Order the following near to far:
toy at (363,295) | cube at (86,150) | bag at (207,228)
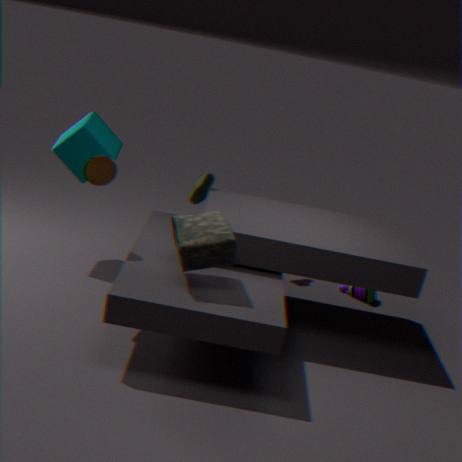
bag at (207,228), cube at (86,150), toy at (363,295)
